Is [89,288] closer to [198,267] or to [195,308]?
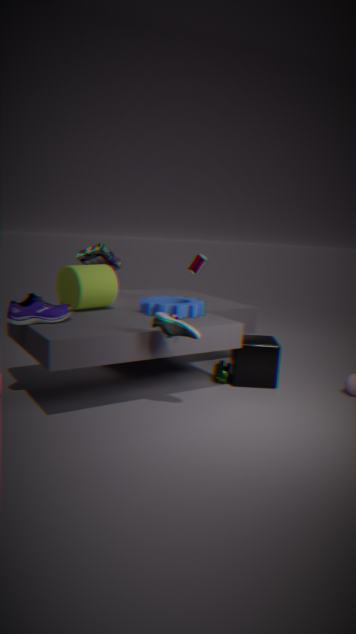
[195,308]
